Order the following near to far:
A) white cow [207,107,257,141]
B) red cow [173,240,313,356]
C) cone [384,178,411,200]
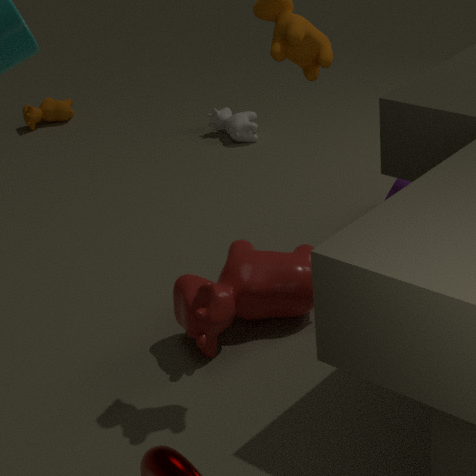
red cow [173,240,313,356], cone [384,178,411,200], white cow [207,107,257,141]
